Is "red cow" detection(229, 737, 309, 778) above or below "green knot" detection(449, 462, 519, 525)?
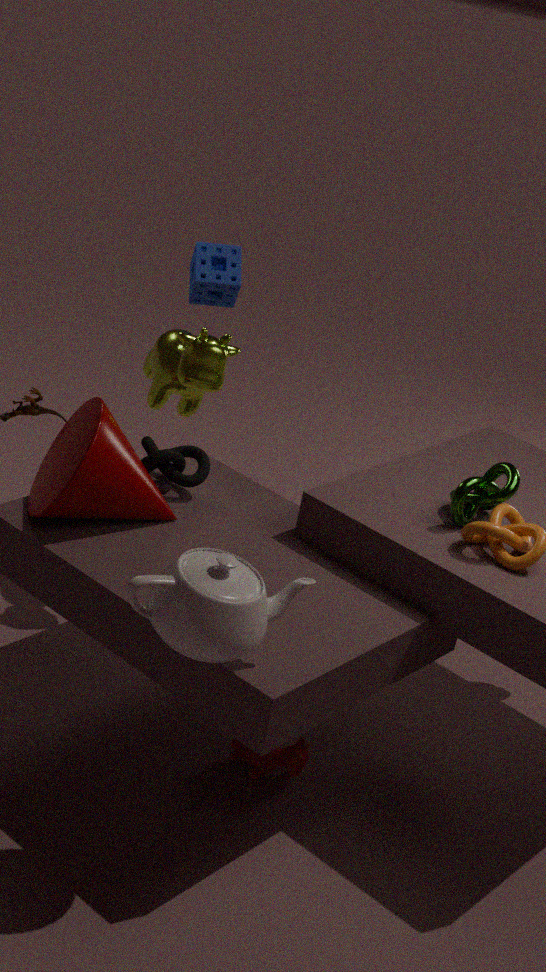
below
